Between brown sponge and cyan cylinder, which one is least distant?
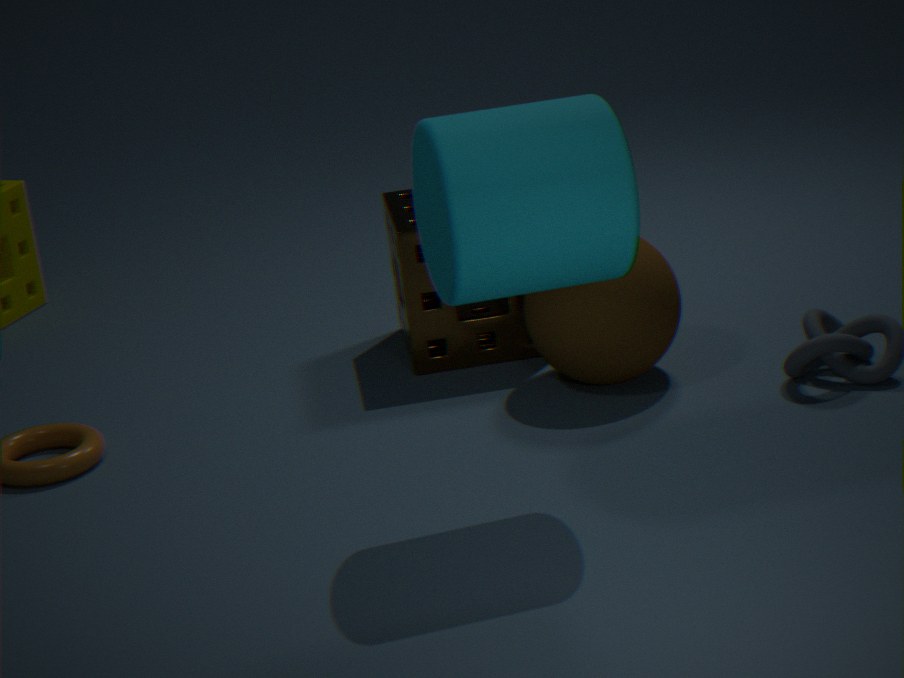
cyan cylinder
